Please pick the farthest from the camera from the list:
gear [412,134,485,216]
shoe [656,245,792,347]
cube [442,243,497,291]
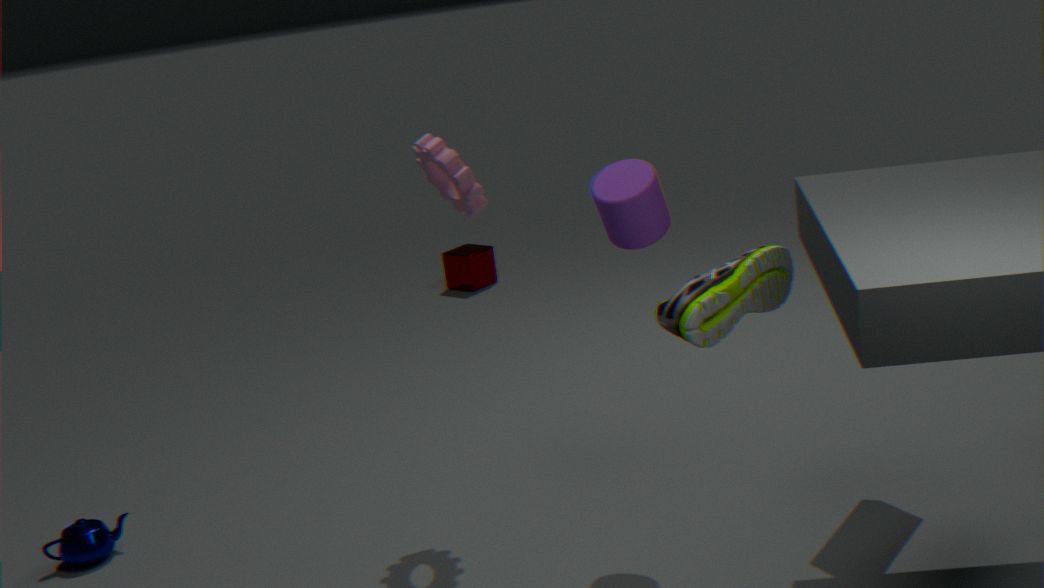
cube [442,243,497,291]
